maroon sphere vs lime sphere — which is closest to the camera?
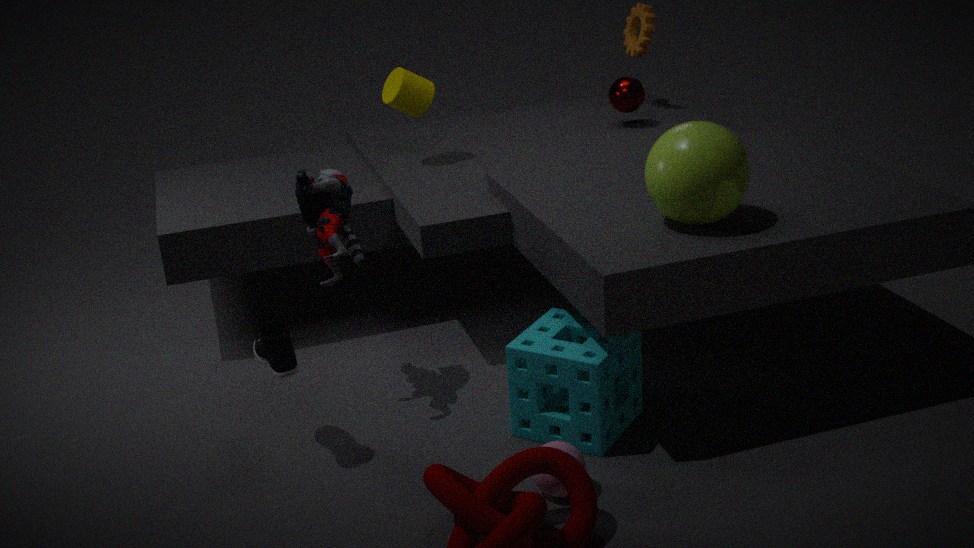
lime sphere
